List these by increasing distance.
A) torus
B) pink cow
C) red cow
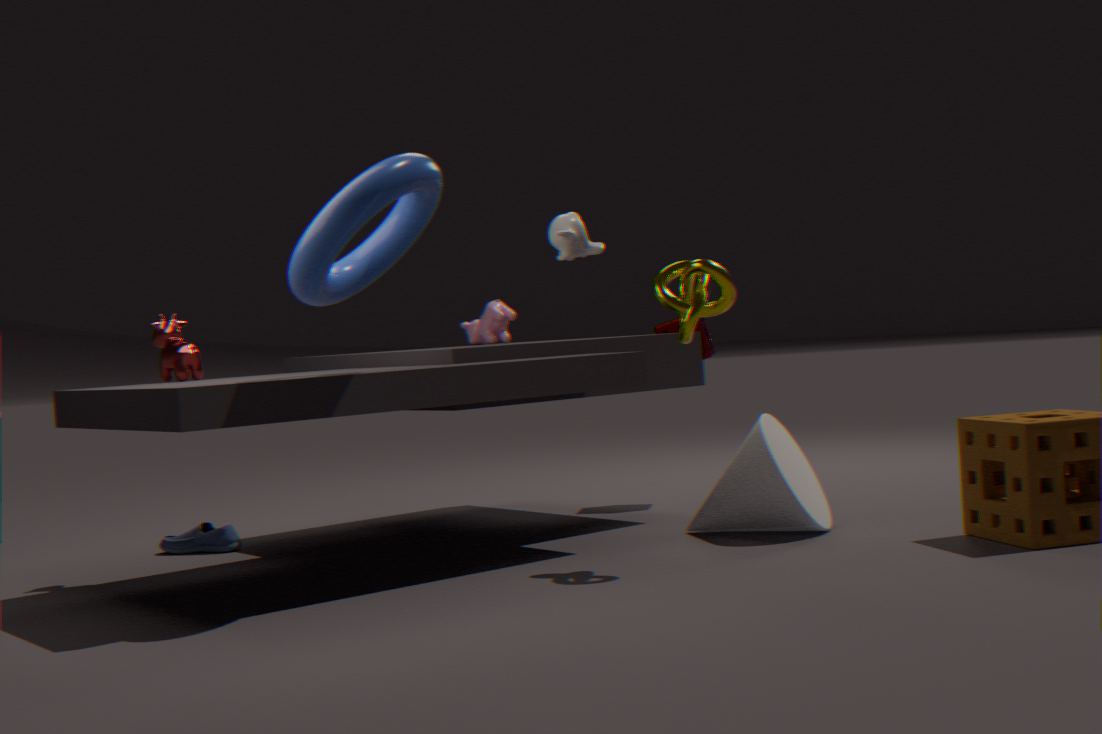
torus
red cow
pink cow
